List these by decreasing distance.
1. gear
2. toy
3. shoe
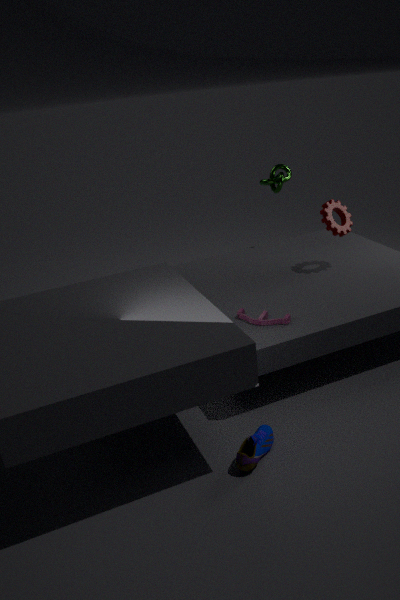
gear
toy
shoe
